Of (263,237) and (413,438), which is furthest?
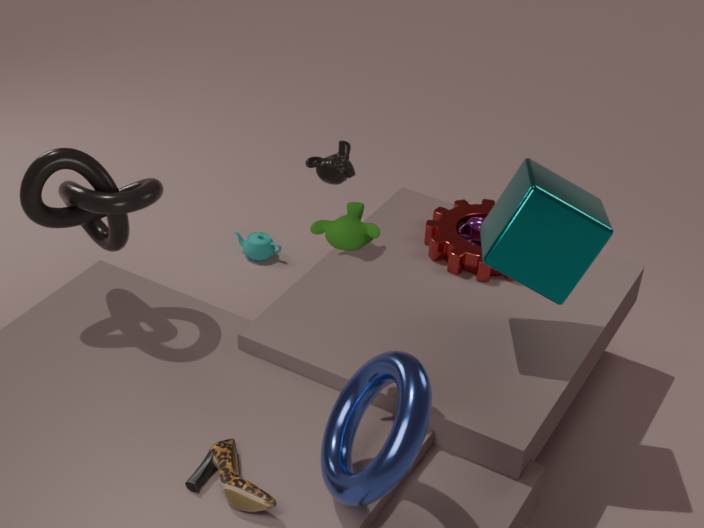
(263,237)
